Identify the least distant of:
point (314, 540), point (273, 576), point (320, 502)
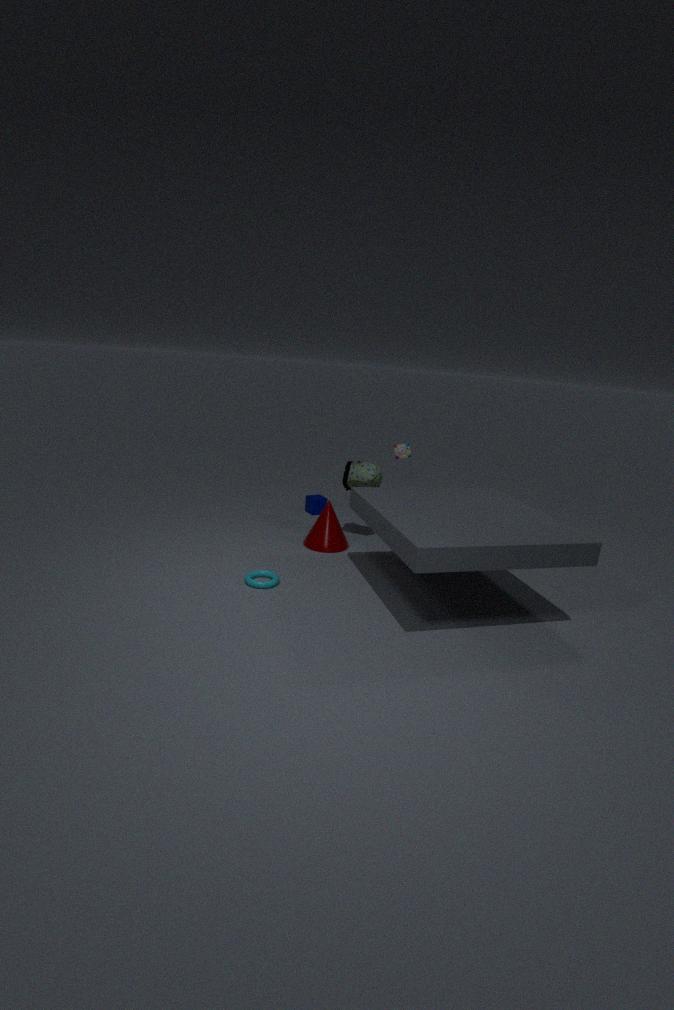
point (273, 576)
